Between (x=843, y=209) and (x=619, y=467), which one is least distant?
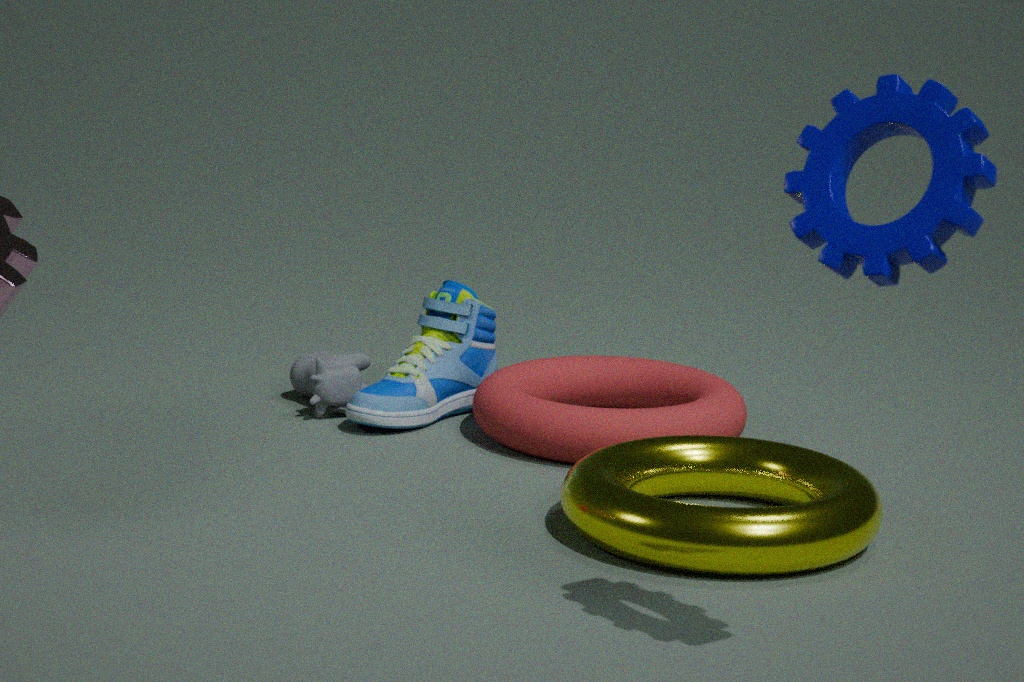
(x=843, y=209)
